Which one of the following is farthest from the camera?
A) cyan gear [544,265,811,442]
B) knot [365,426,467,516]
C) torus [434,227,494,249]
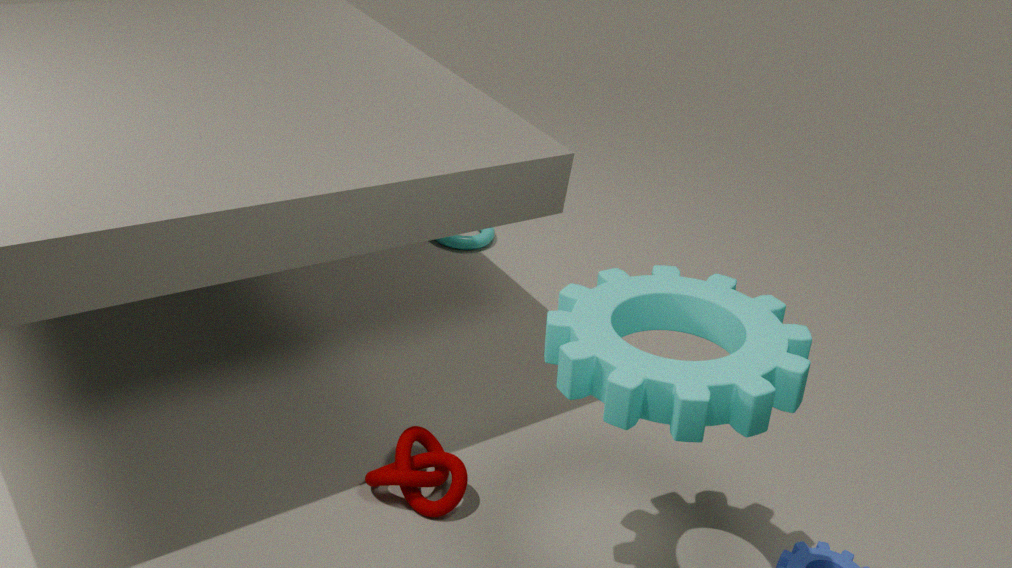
C. torus [434,227,494,249]
